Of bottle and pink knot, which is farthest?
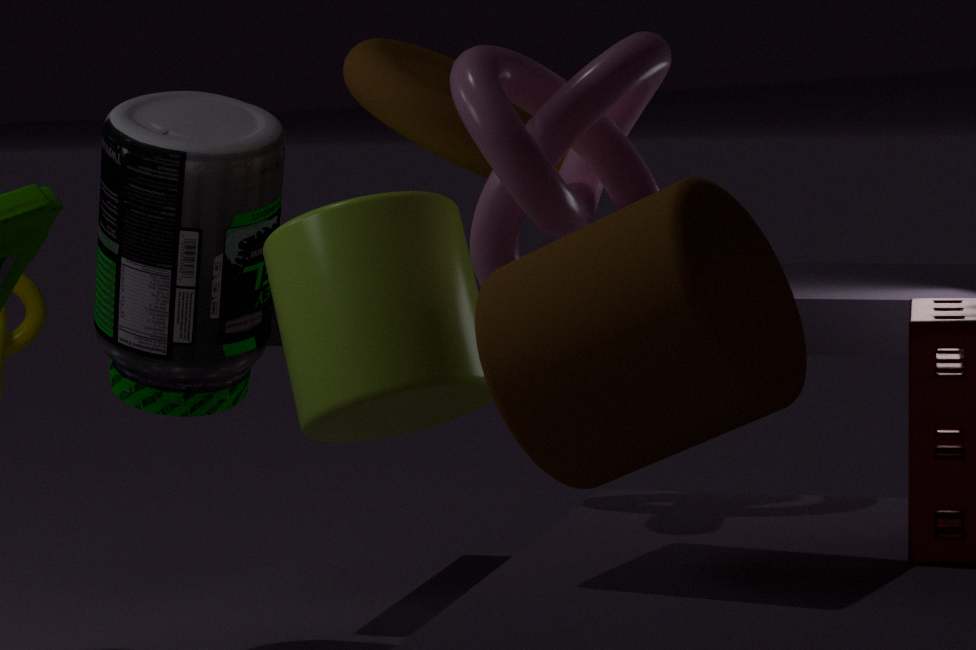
bottle
